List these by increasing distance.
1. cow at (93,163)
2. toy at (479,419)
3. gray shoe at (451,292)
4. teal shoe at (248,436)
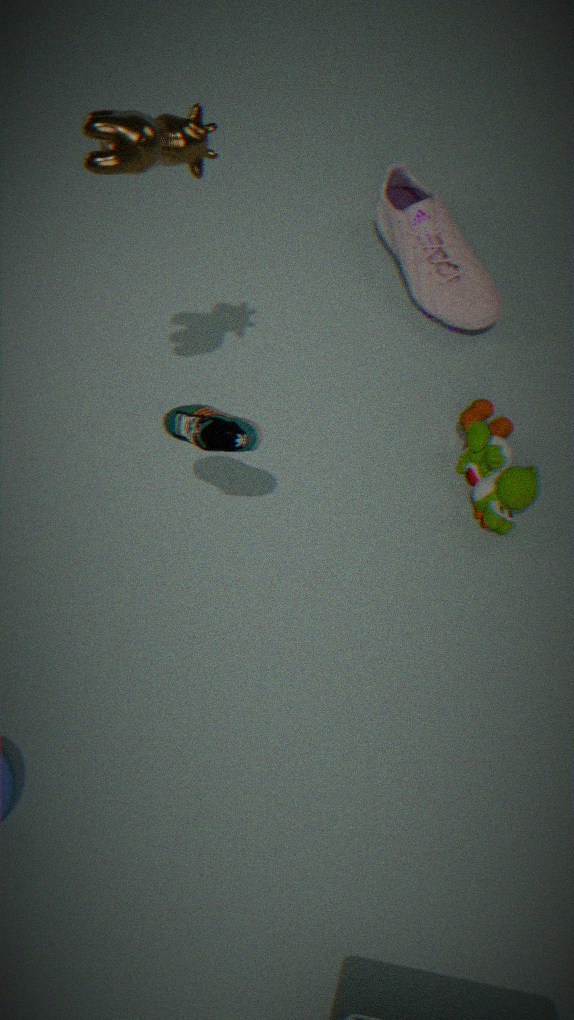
cow at (93,163) < teal shoe at (248,436) < toy at (479,419) < gray shoe at (451,292)
